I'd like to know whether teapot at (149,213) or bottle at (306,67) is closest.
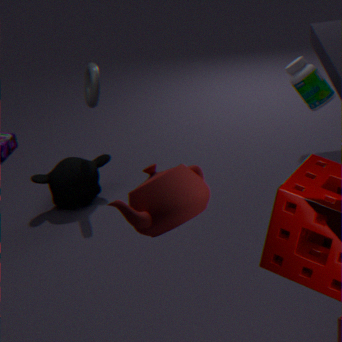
teapot at (149,213)
